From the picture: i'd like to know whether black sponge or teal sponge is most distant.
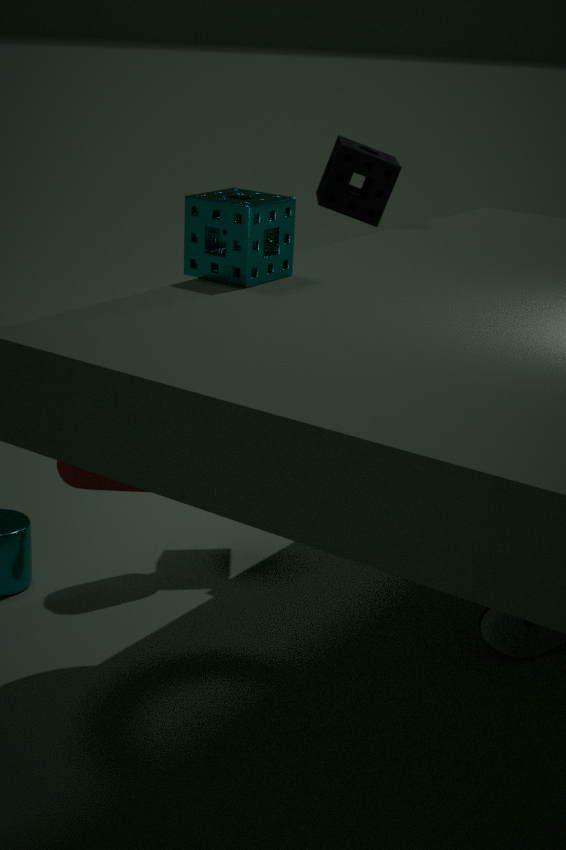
black sponge
